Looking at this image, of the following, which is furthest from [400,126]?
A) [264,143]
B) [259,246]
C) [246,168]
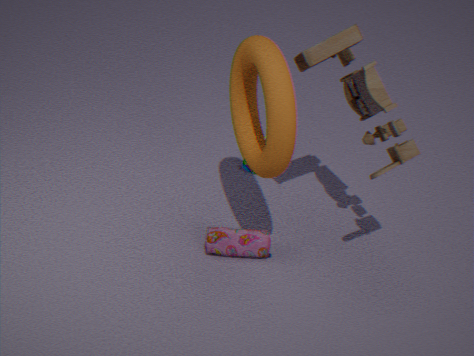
[246,168]
